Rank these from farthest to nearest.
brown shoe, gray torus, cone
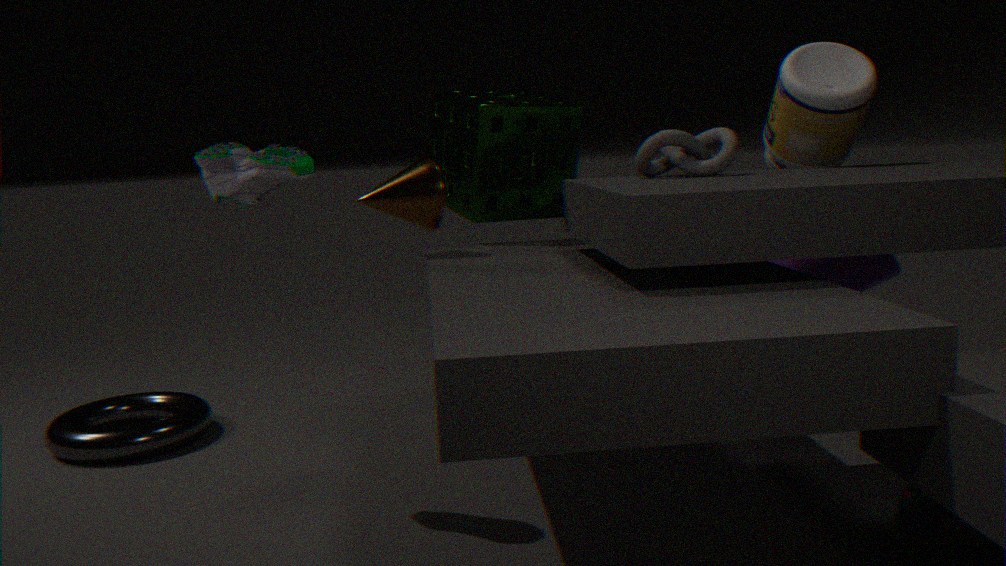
gray torus, cone, brown shoe
